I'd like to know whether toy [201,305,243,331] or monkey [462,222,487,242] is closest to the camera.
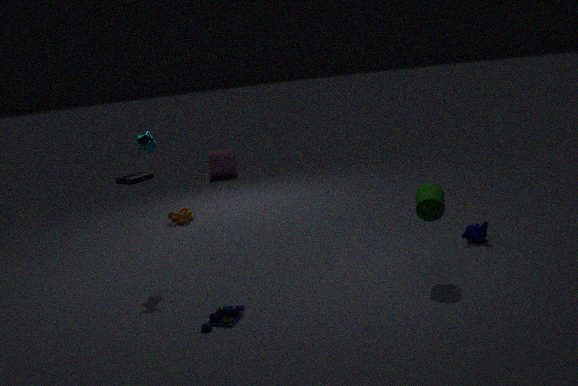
toy [201,305,243,331]
